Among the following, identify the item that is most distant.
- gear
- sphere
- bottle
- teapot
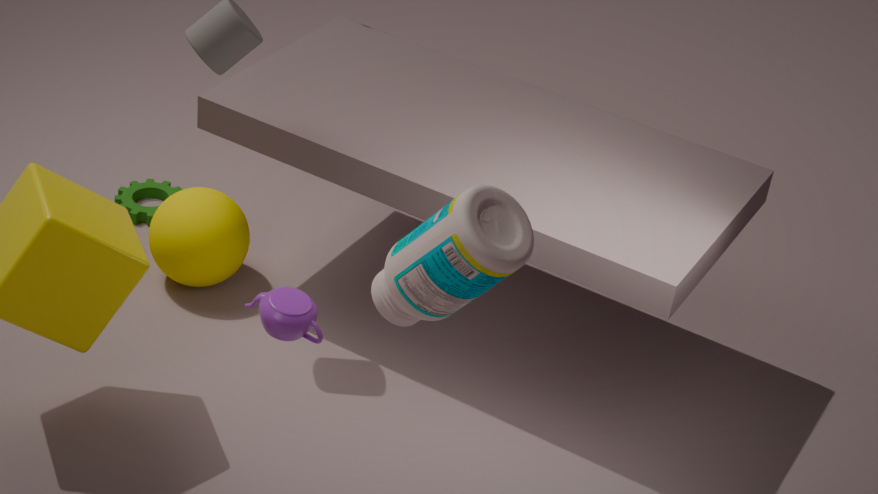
gear
